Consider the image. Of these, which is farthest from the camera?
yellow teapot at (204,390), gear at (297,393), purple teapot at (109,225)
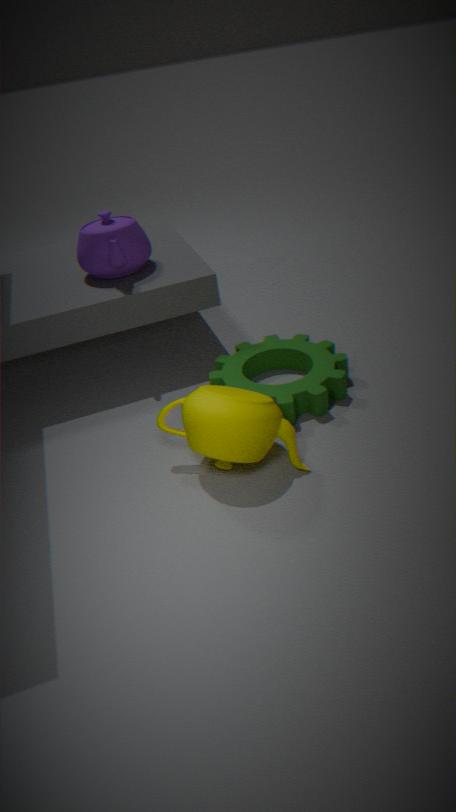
purple teapot at (109,225)
